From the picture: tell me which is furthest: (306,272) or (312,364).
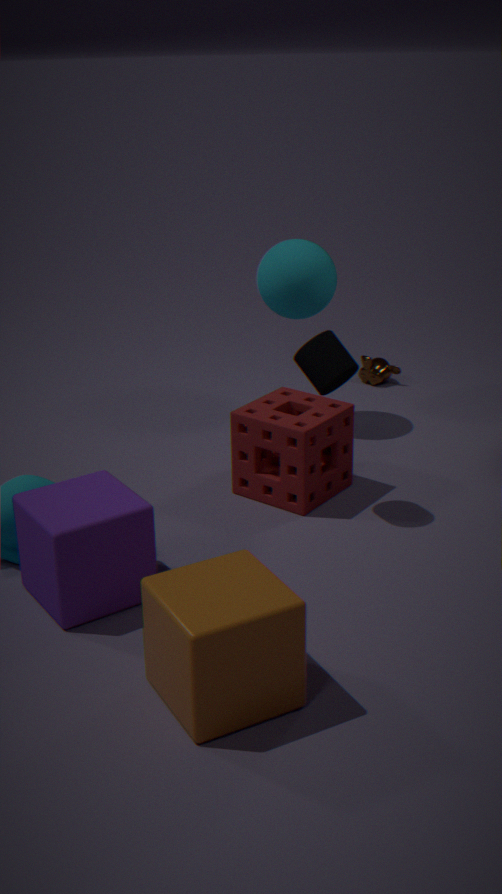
(306,272)
